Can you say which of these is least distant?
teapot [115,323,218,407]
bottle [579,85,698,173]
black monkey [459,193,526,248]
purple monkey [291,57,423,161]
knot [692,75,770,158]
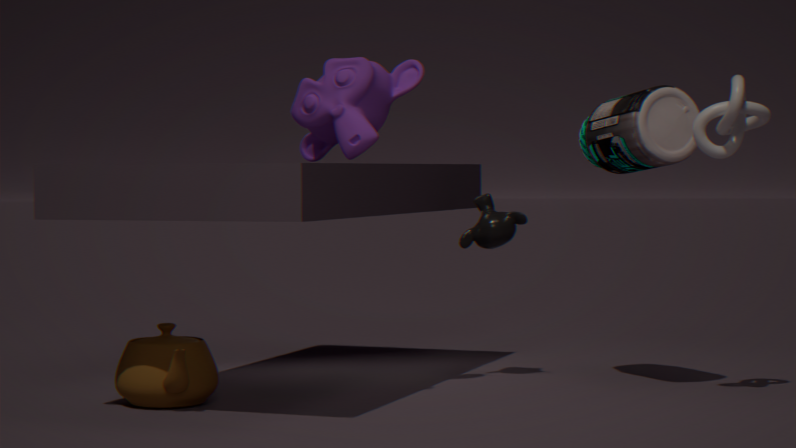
knot [692,75,770,158]
